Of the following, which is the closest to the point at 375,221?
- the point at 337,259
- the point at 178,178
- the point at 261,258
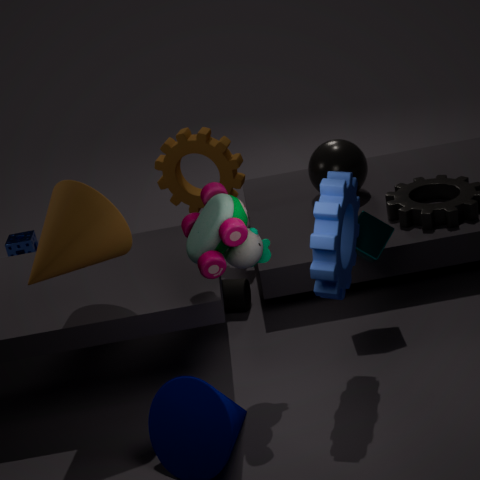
the point at 337,259
